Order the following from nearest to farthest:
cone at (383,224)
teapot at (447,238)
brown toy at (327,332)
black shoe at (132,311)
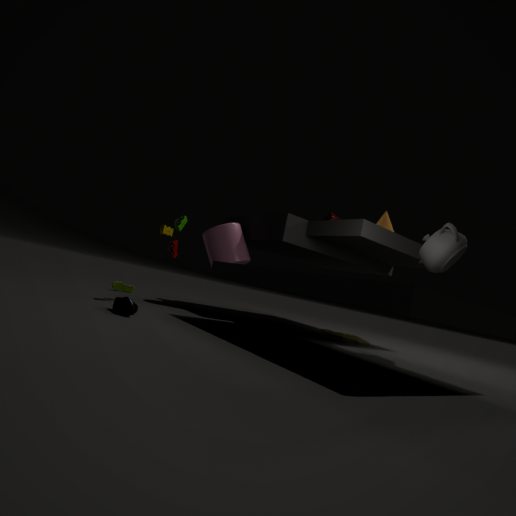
1. black shoe at (132,311)
2. teapot at (447,238)
3. brown toy at (327,332)
4. cone at (383,224)
